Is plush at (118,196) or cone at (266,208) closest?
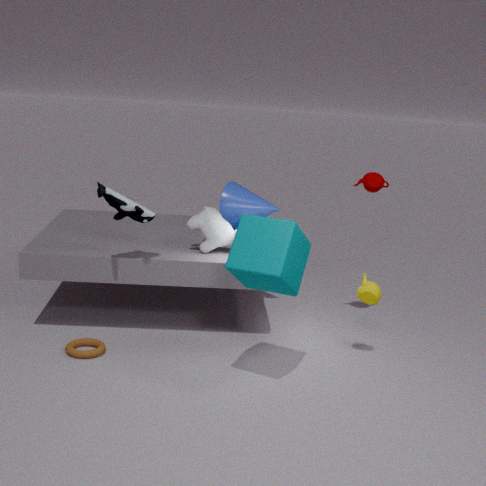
plush at (118,196)
